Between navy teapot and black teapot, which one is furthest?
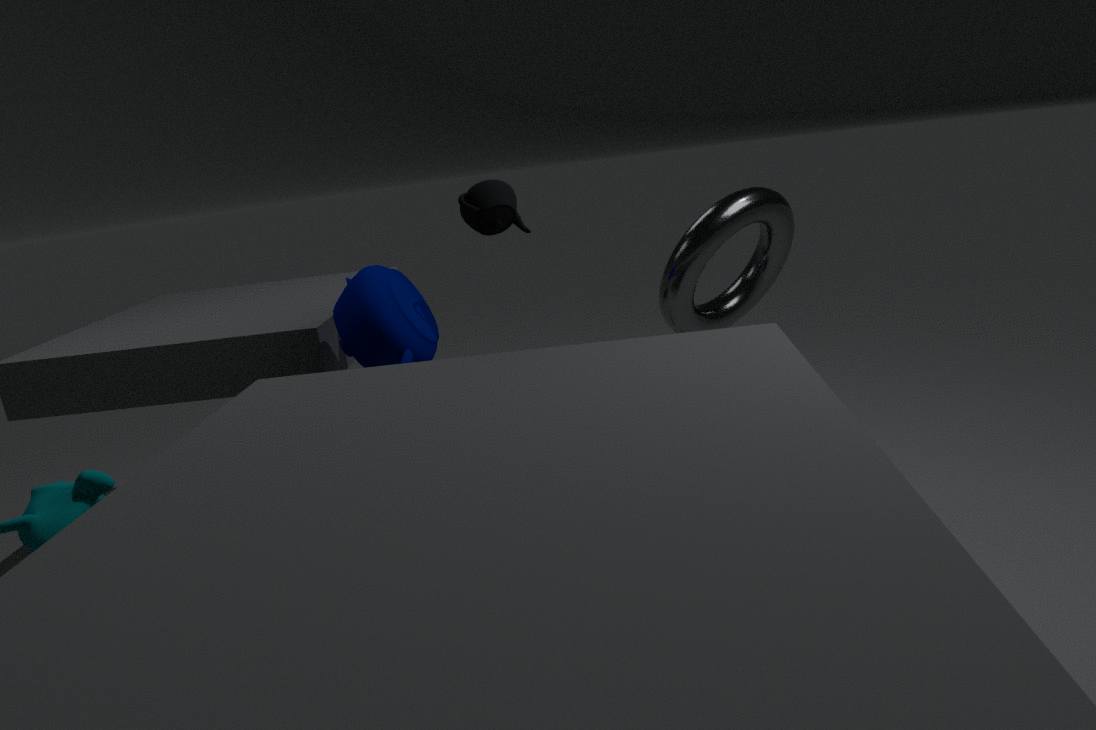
black teapot
